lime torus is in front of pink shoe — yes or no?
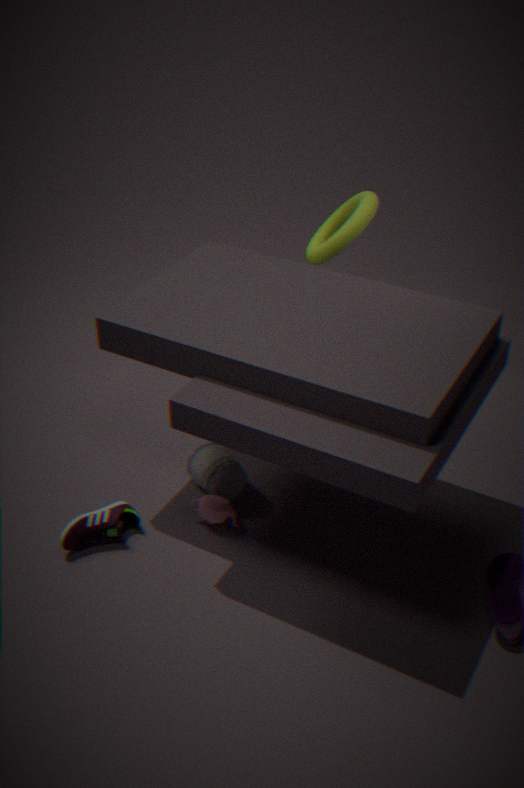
No
